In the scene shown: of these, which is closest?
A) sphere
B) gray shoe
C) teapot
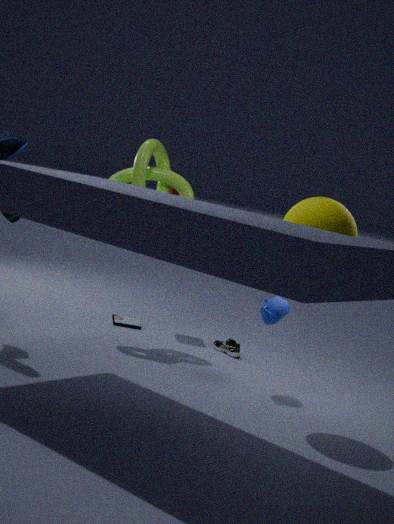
A
